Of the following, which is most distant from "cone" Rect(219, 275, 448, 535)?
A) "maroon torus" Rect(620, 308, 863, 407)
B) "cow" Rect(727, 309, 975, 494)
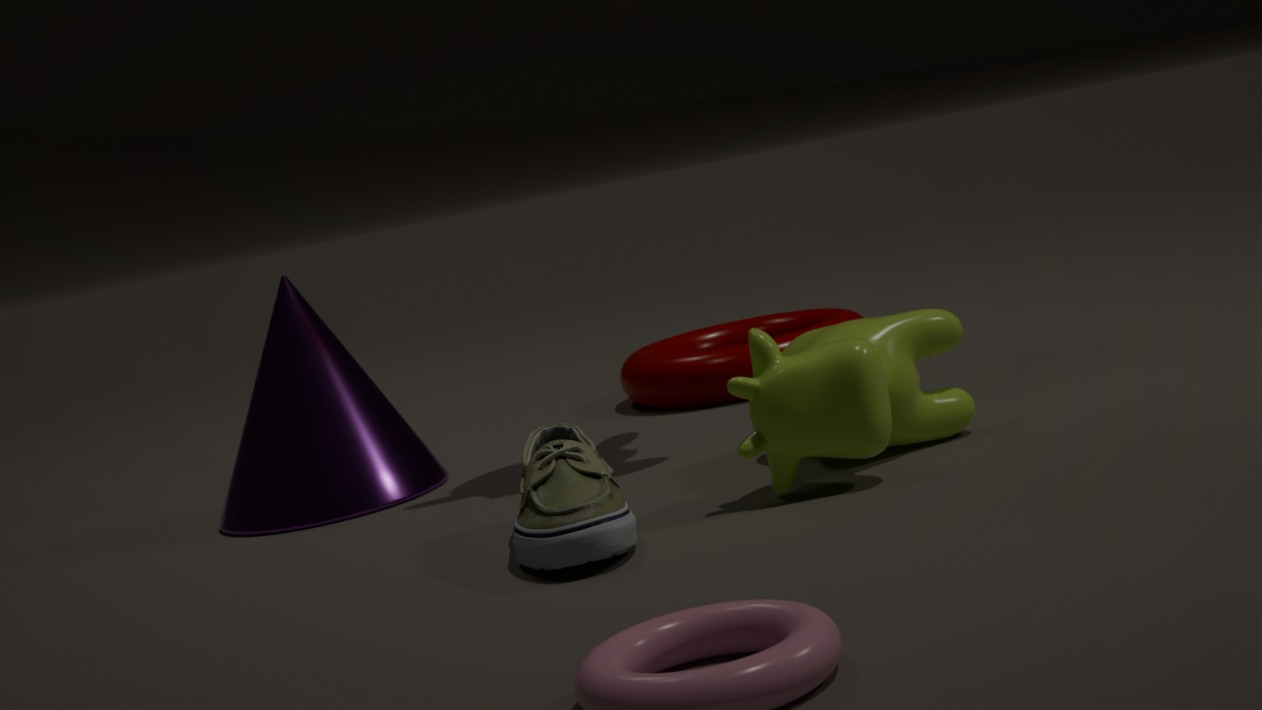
"cow" Rect(727, 309, 975, 494)
